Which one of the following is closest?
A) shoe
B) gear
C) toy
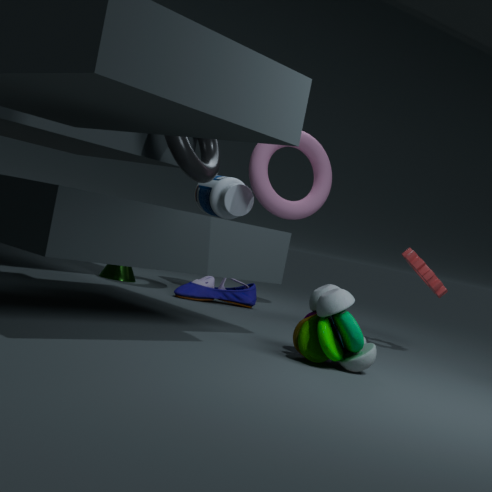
toy
